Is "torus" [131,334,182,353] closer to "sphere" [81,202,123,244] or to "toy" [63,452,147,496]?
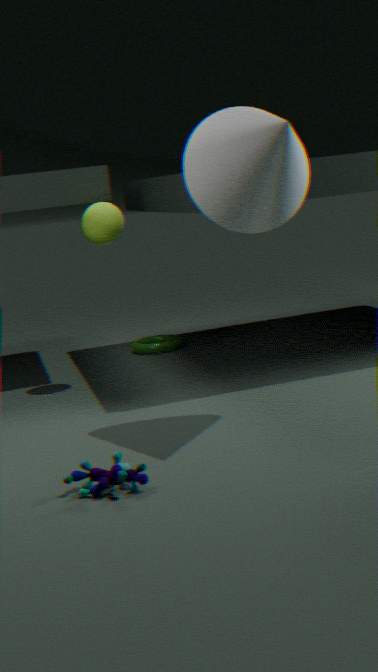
"sphere" [81,202,123,244]
